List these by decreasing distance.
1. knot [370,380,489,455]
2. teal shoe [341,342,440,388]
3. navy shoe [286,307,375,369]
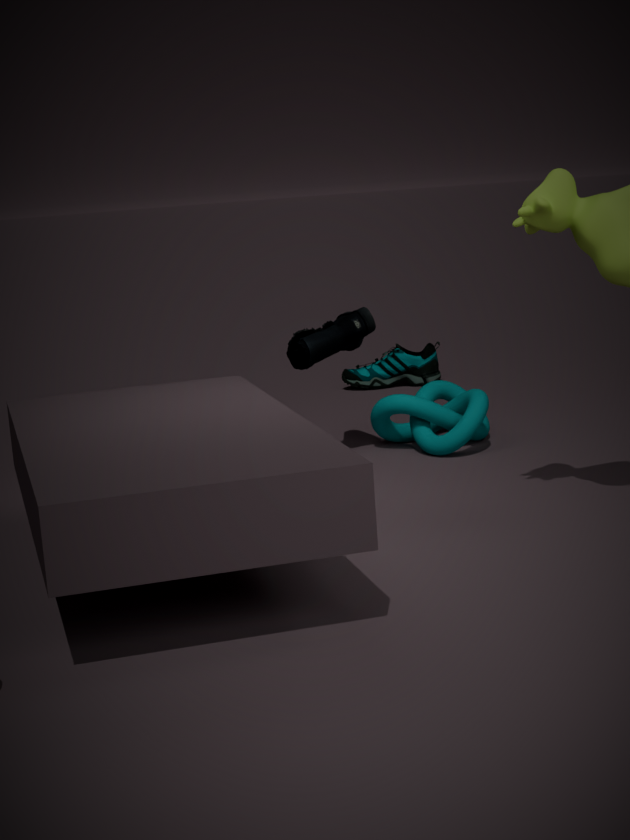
teal shoe [341,342,440,388]
knot [370,380,489,455]
navy shoe [286,307,375,369]
